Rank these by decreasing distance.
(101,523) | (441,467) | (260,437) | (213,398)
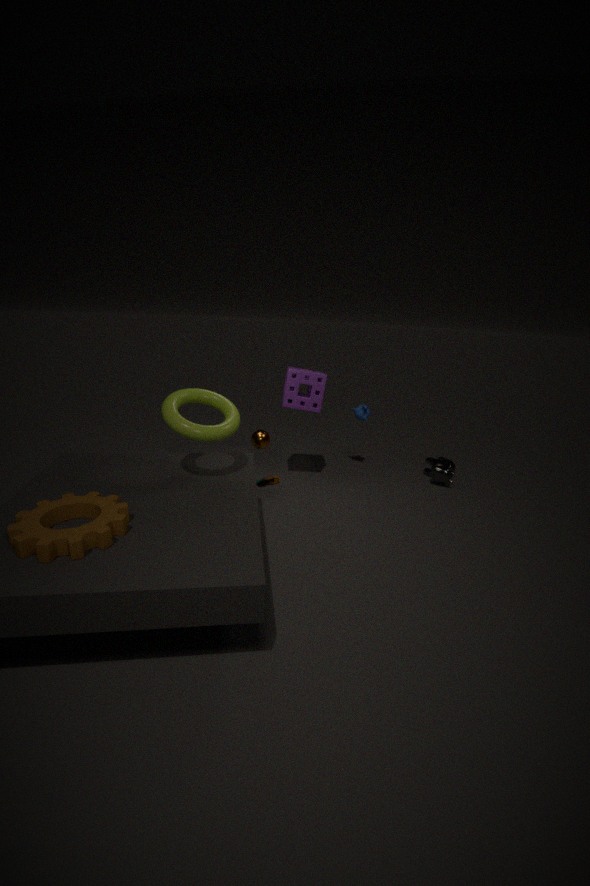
(441,467) → (260,437) → (213,398) → (101,523)
